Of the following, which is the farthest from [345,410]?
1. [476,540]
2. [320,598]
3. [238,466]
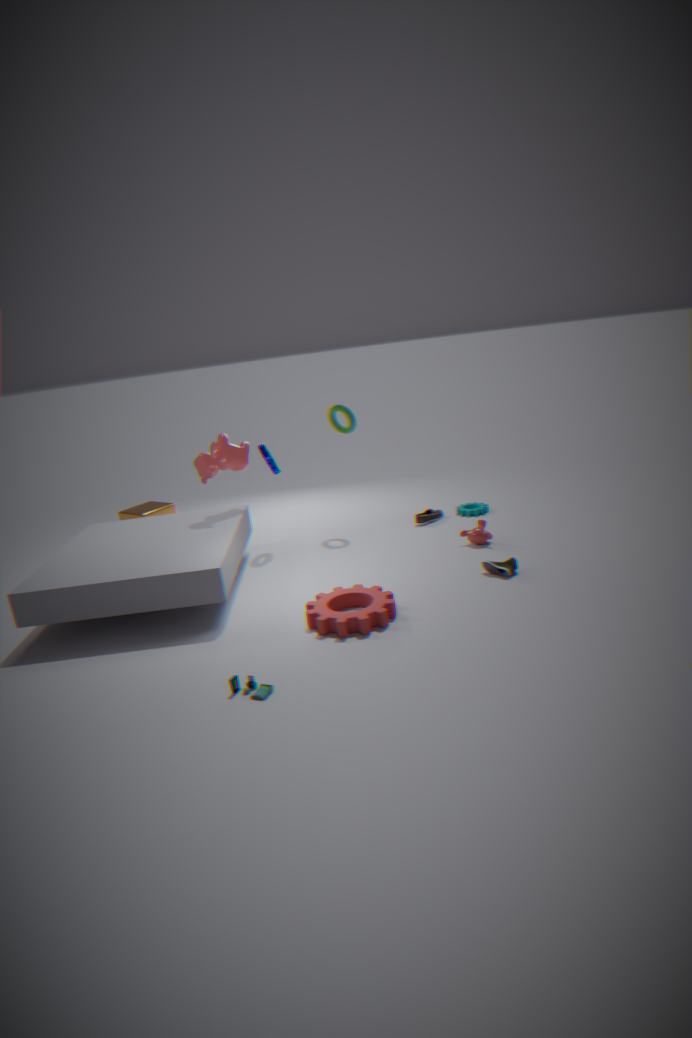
[320,598]
